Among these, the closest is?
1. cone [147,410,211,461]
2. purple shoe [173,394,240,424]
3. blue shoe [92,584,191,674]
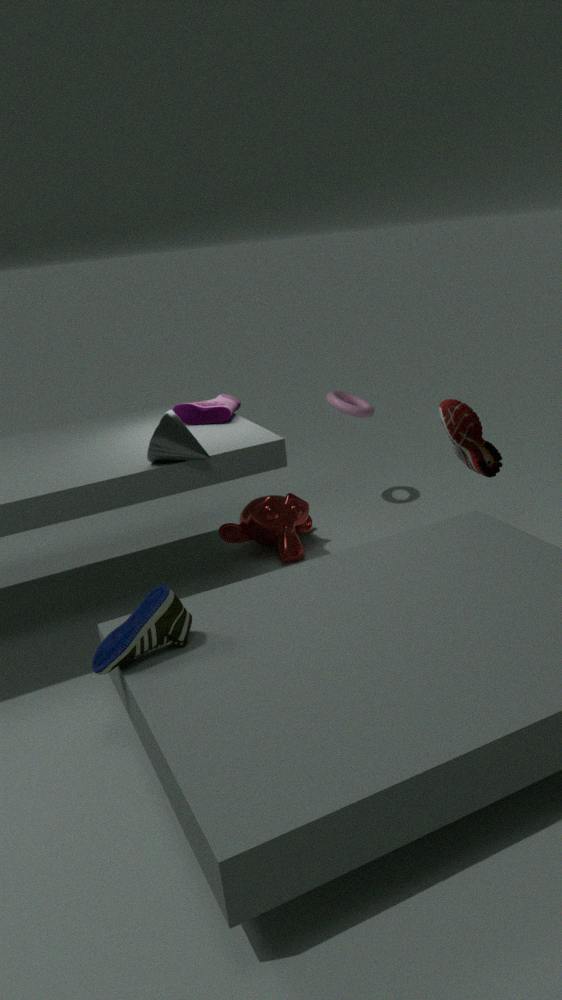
blue shoe [92,584,191,674]
